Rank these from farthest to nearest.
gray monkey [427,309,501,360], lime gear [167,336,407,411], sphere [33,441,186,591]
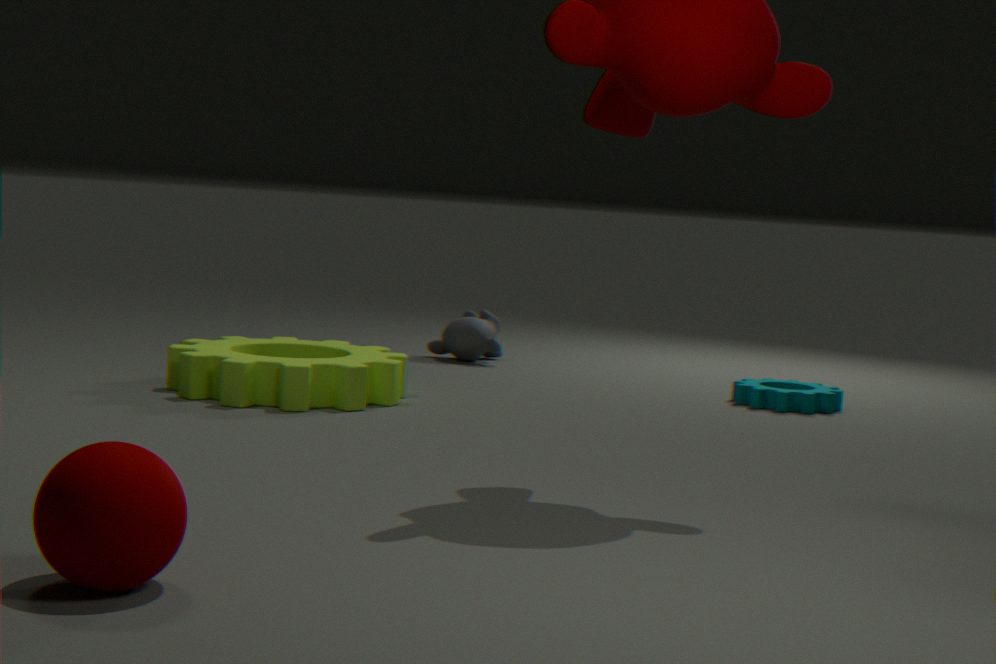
gray monkey [427,309,501,360] < lime gear [167,336,407,411] < sphere [33,441,186,591]
